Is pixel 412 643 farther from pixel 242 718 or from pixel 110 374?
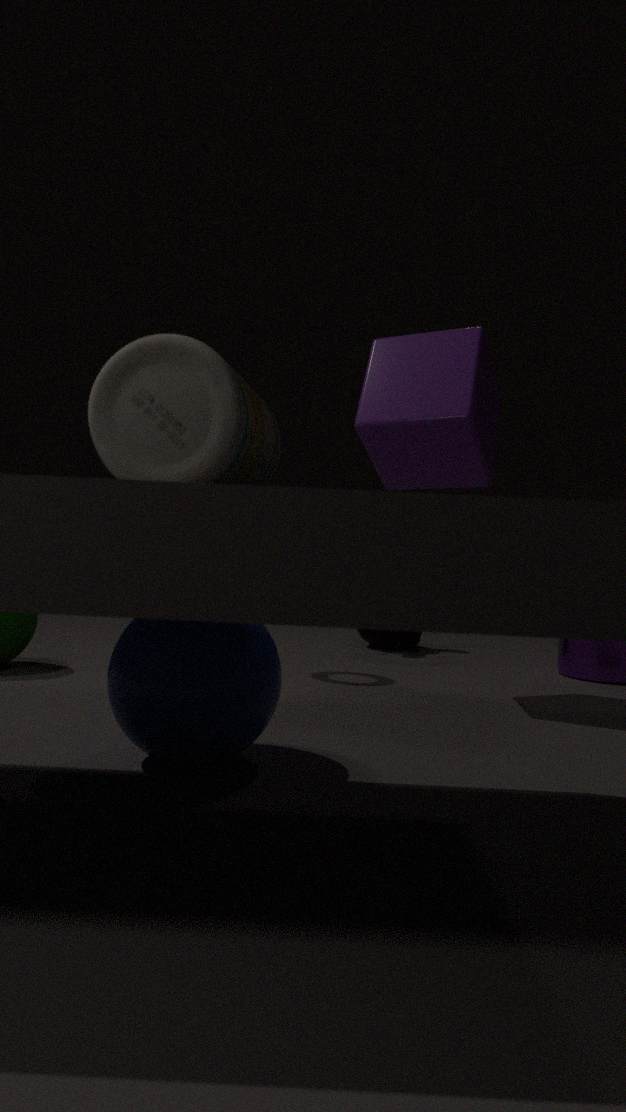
pixel 110 374
